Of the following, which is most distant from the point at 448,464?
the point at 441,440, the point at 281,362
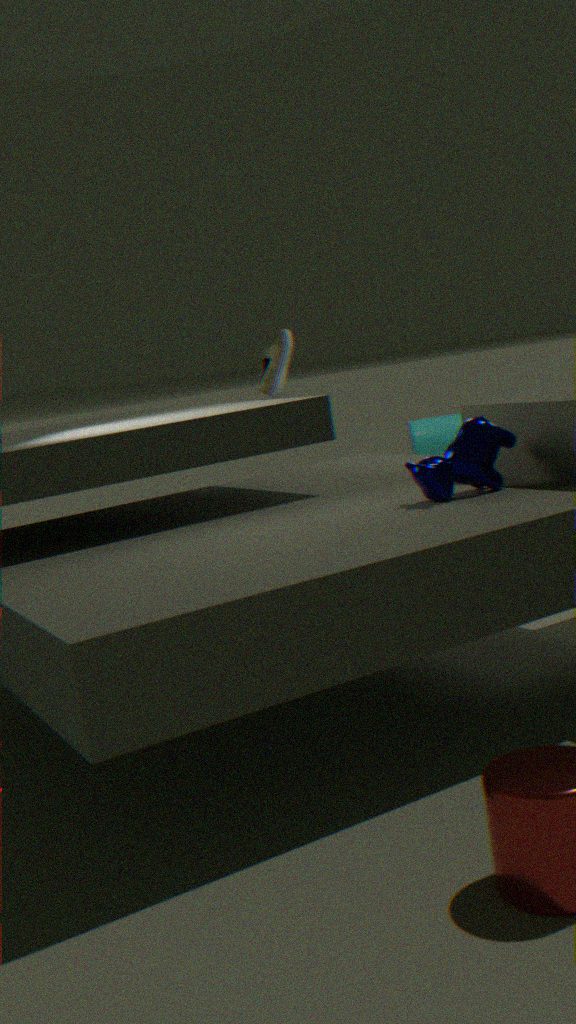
the point at 441,440
